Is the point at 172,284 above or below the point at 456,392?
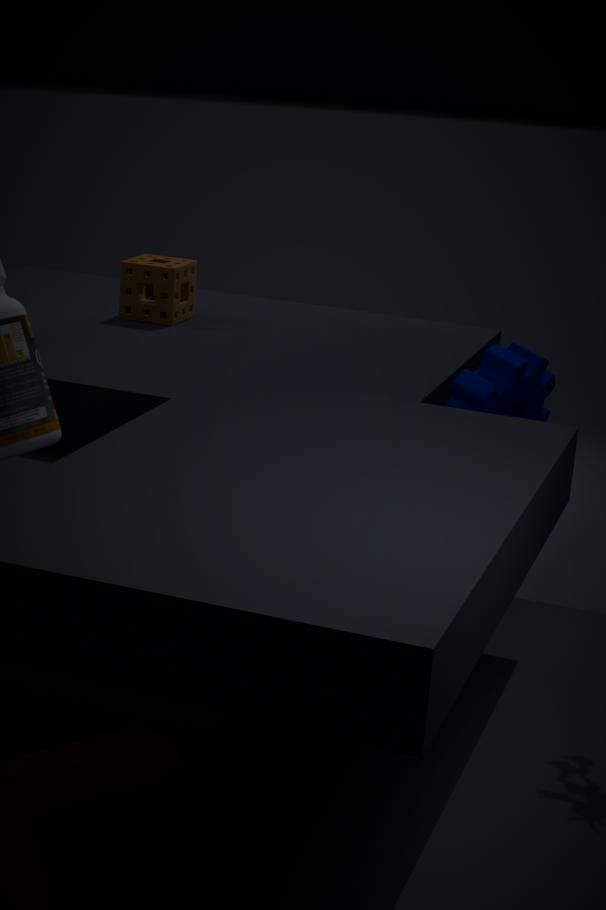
above
